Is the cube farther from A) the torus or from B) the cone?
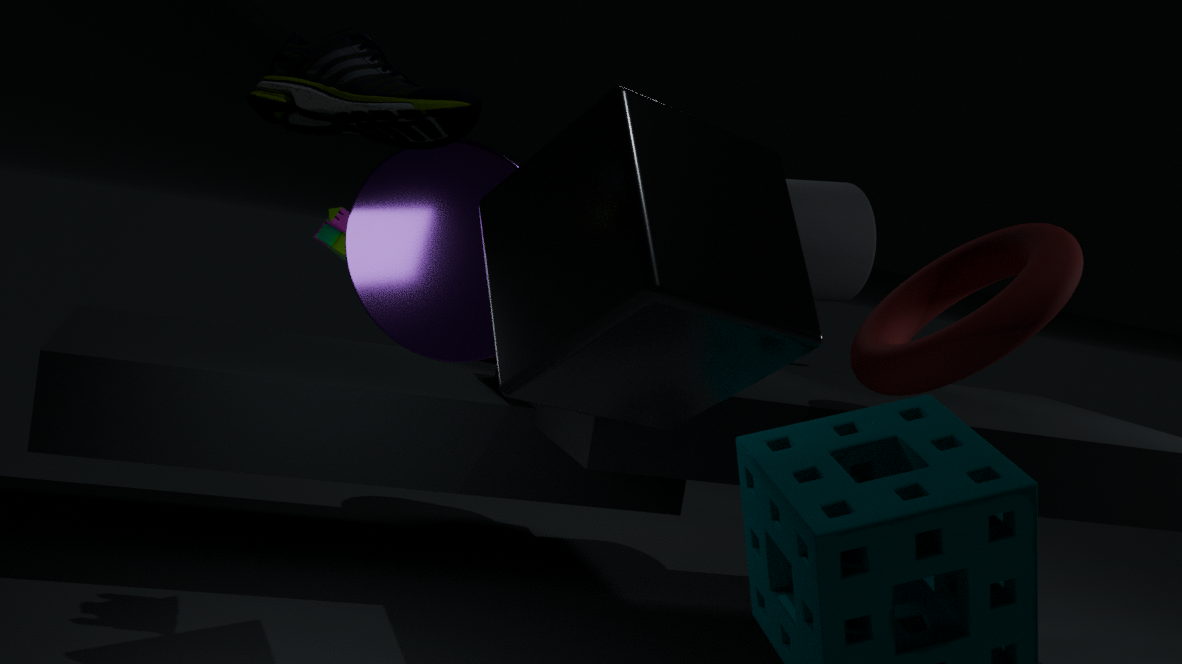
A) the torus
